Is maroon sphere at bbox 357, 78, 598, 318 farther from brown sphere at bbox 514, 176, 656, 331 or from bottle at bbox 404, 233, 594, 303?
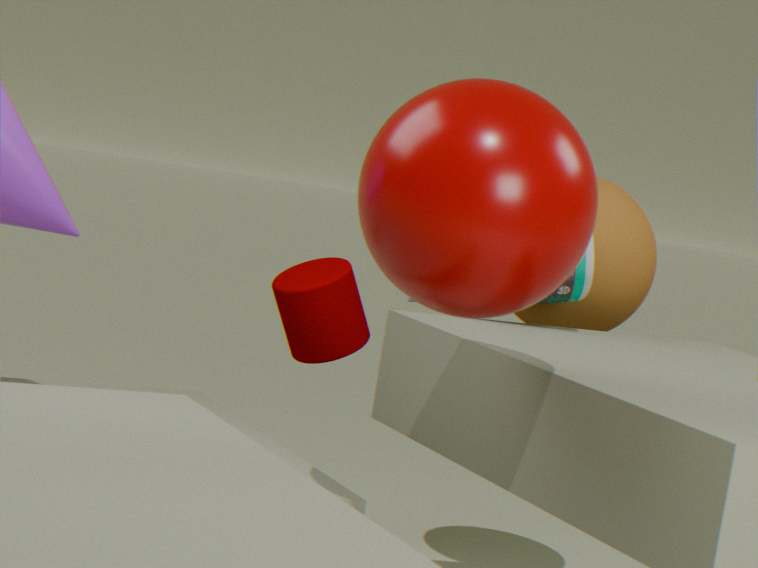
brown sphere at bbox 514, 176, 656, 331
